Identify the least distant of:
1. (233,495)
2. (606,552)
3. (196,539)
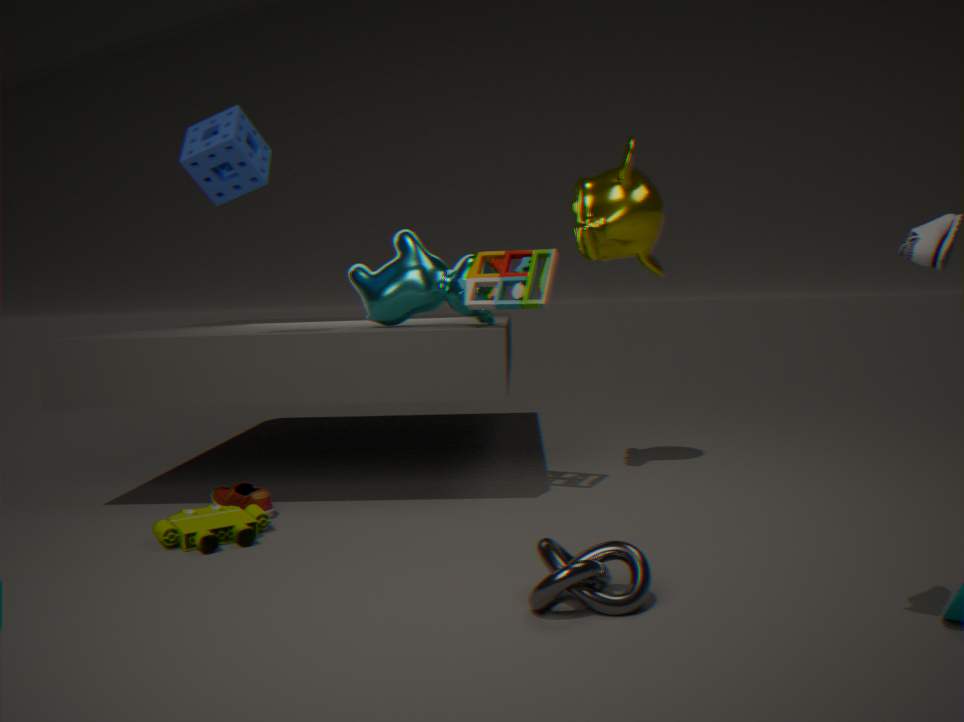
(606,552)
